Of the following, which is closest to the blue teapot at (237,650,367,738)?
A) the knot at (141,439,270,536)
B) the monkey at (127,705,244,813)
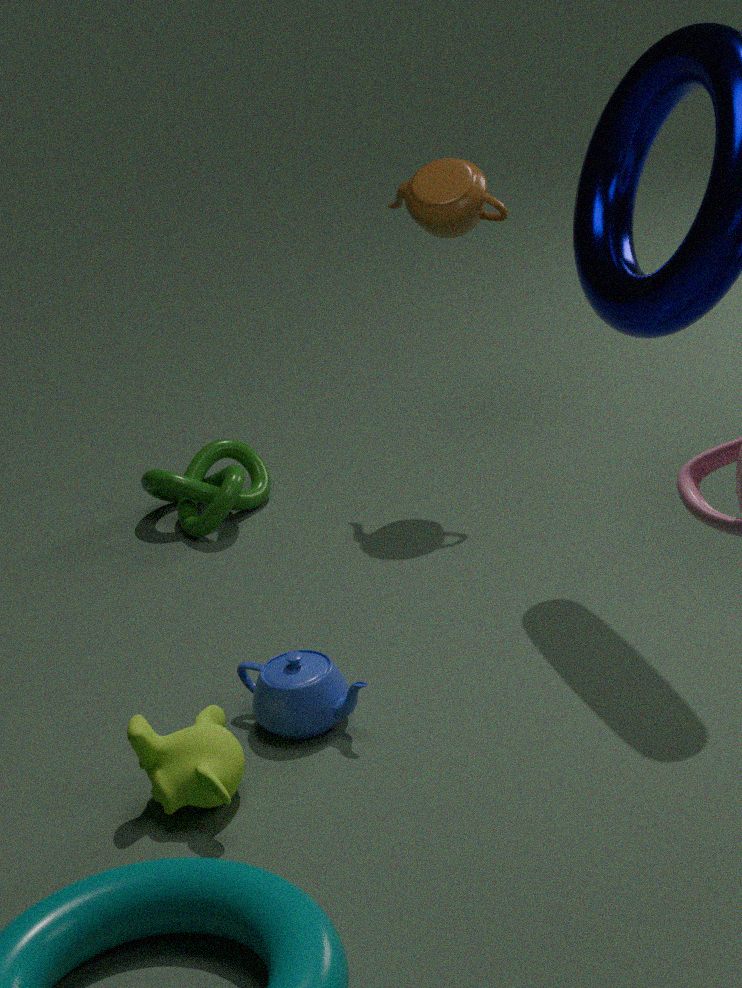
the monkey at (127,705,244,813)
